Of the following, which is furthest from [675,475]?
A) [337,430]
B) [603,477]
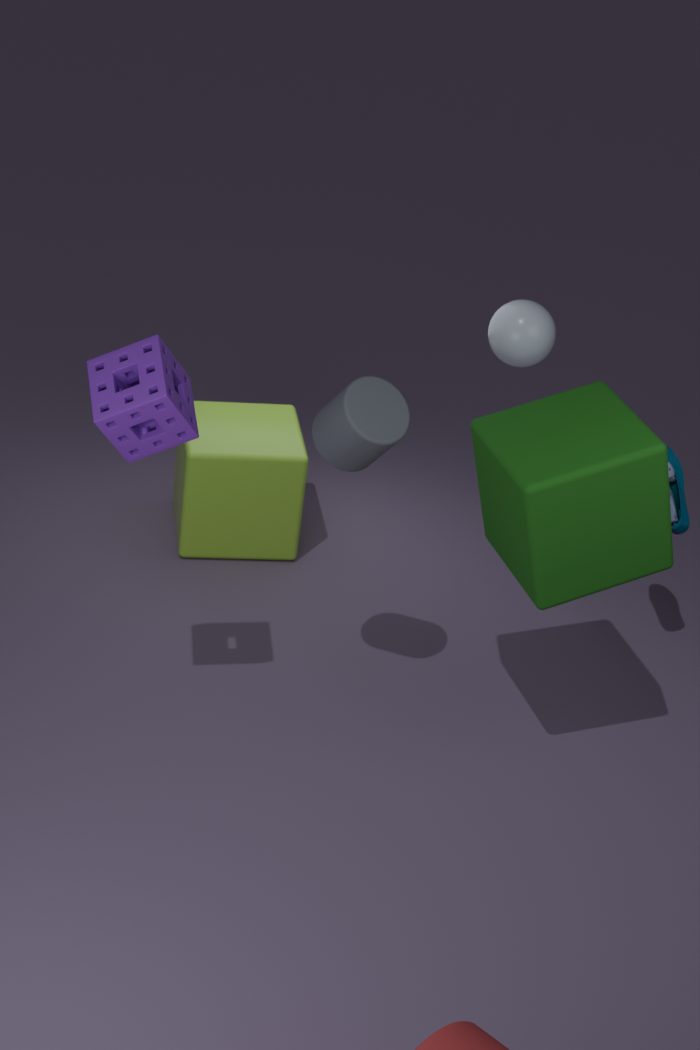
[337,430]
